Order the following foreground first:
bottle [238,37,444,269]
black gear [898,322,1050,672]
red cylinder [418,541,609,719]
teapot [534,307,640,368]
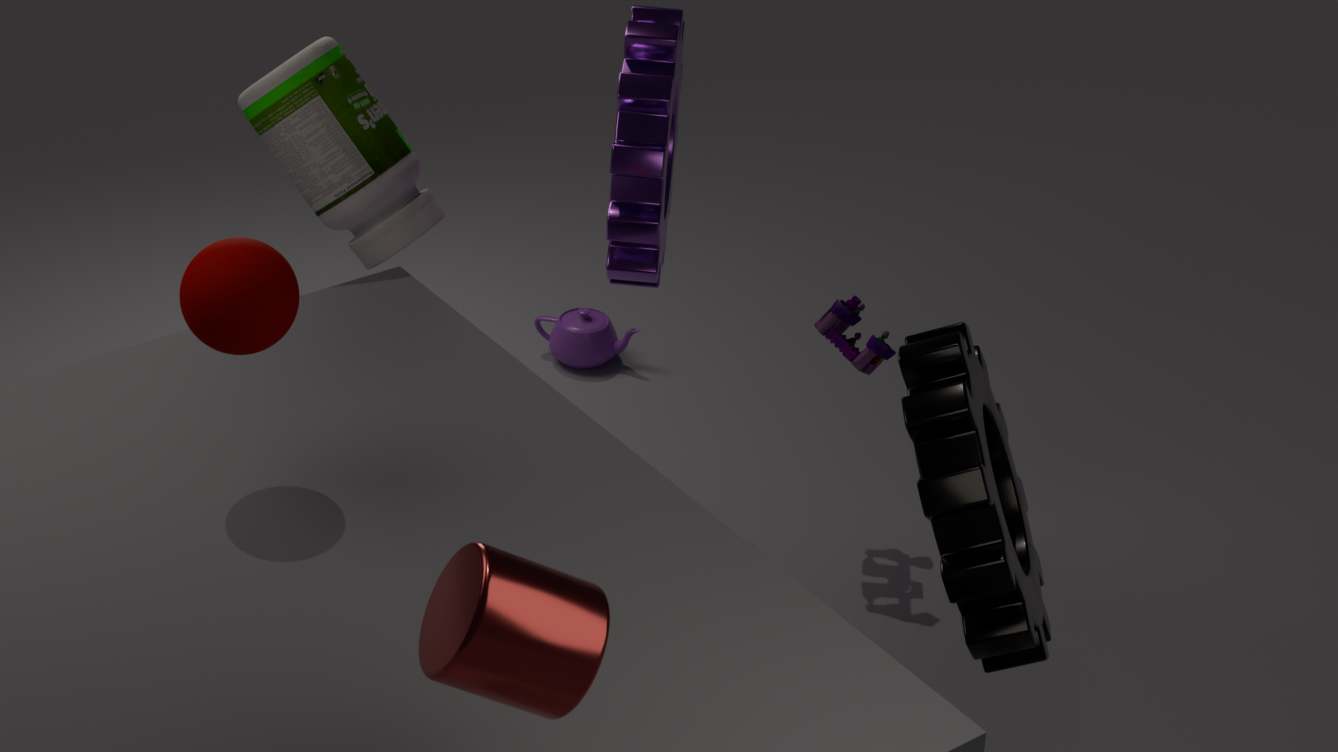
red cylinder [418,541,609,719] < black gear [898,322,1050,672] < bottle [238,37,444,269] < teapot [534,307,640,368]
